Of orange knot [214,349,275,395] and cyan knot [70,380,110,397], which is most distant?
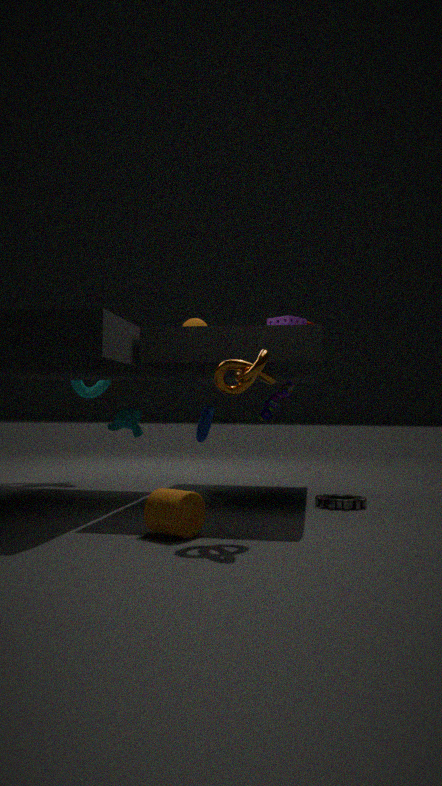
cyan knot [70,380,110,397]
